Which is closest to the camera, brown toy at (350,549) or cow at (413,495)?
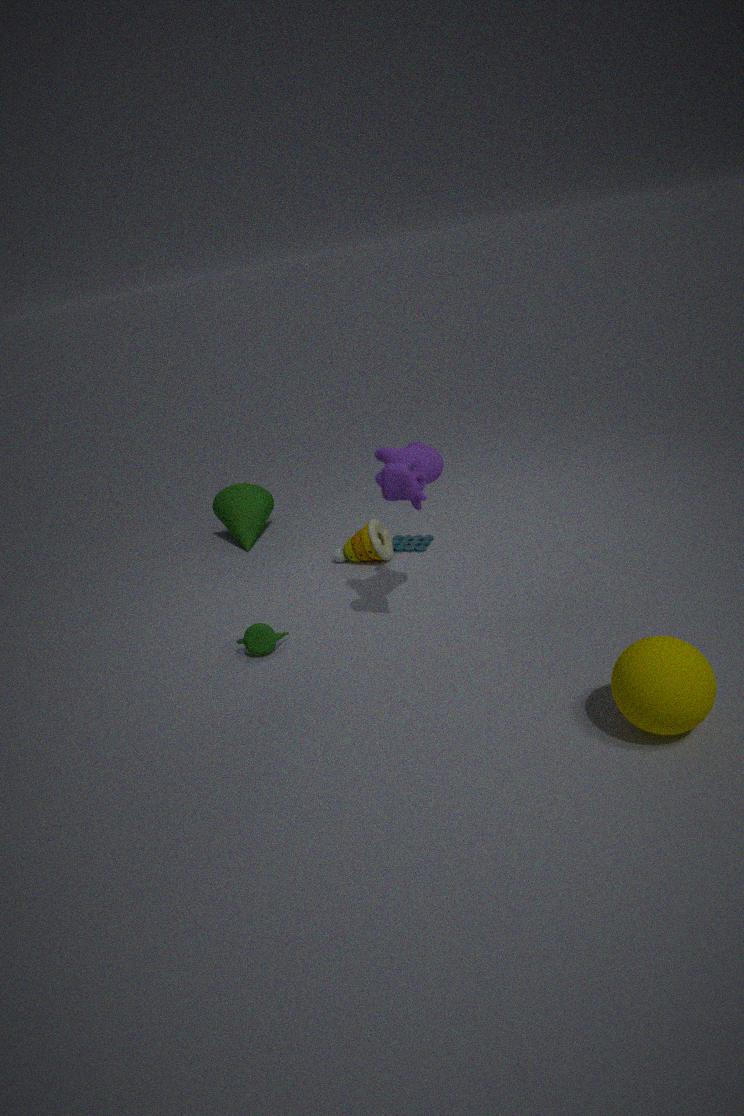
cow at (413,495)
